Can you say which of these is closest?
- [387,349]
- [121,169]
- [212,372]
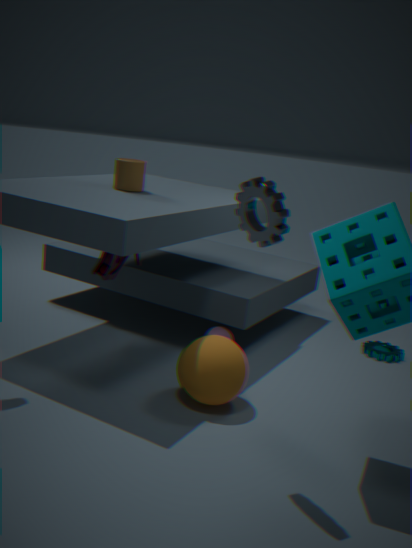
[212,372]
